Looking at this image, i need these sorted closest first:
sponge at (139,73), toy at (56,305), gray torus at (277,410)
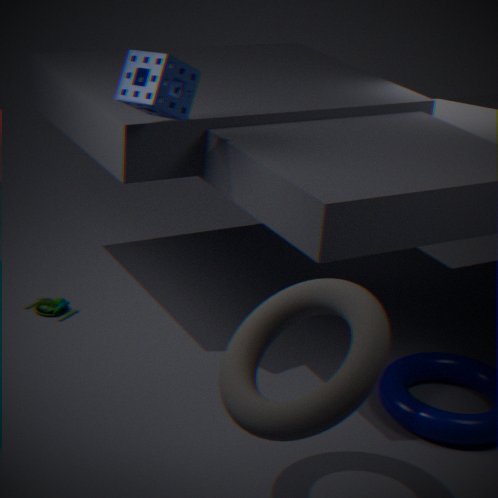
gray torus at (277,410), sponge at (139,73), toy at (56,305)
